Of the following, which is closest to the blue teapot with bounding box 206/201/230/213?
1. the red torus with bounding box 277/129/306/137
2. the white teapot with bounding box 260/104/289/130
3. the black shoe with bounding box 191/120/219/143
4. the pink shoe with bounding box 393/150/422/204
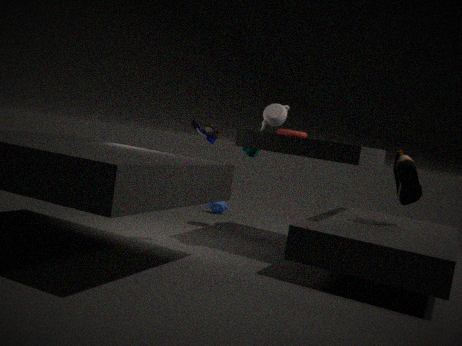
the red torus with bounding box 277/129/306/137
